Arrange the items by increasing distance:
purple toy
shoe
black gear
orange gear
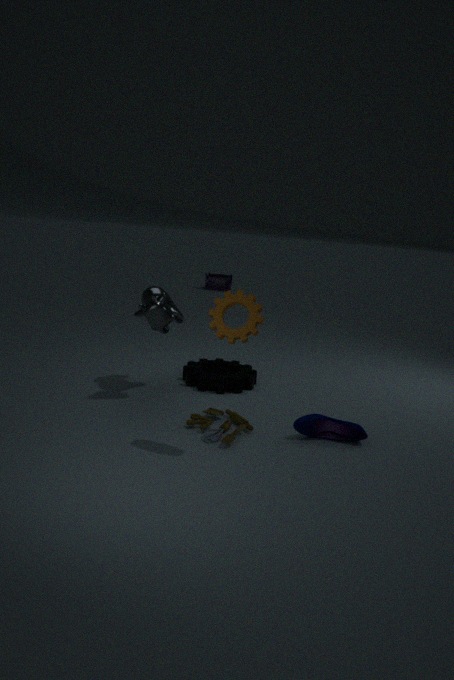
orange gear, shoe, black gear, purple toy
